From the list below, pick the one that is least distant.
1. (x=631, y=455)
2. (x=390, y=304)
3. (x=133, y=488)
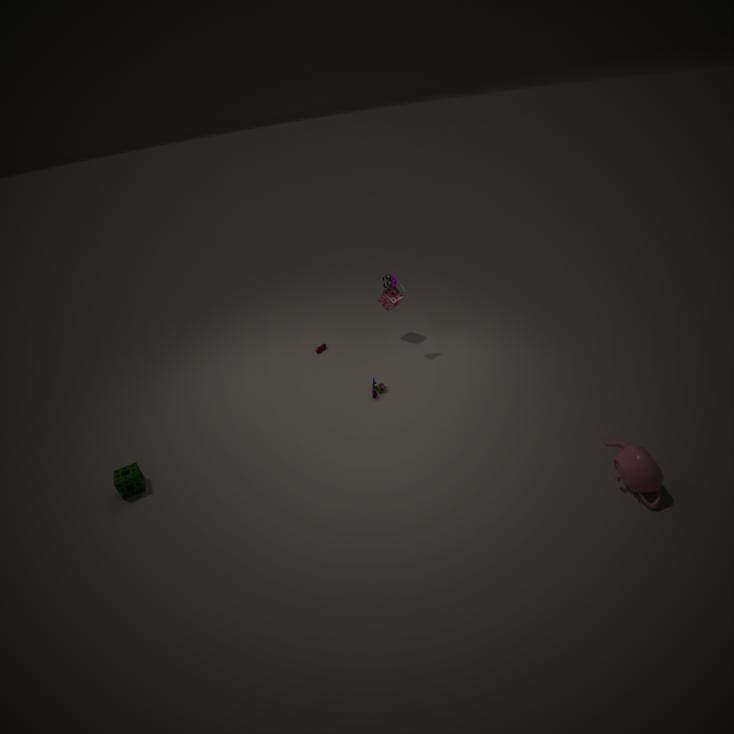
(x=631, y=455)
